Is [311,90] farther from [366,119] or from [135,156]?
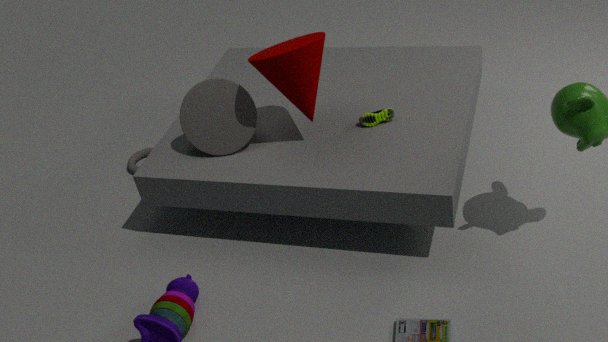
[135,156]
